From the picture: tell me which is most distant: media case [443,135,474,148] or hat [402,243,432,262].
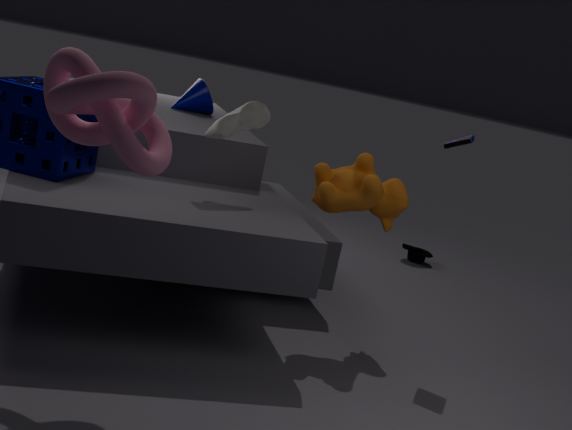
hat [402,243,432,262]
